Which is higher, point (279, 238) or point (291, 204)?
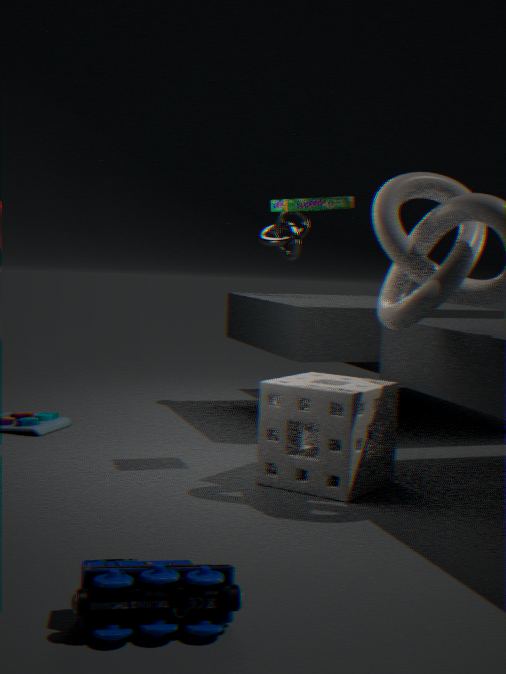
point (291, 204)
